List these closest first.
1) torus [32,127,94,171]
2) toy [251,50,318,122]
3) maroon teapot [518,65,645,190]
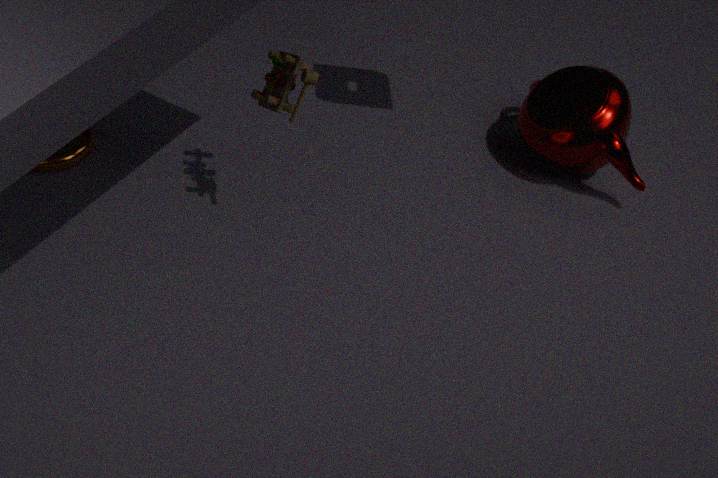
2. toy [251,50,318,122] → 1. torus [32,127,94,171] → 3. maroon teapot [518,65,645,190]
